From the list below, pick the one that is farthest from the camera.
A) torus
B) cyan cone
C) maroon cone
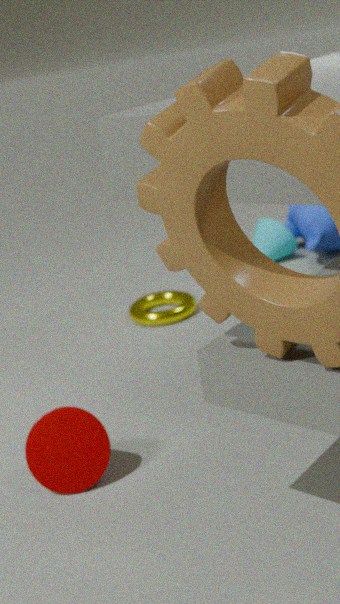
cyan cone
